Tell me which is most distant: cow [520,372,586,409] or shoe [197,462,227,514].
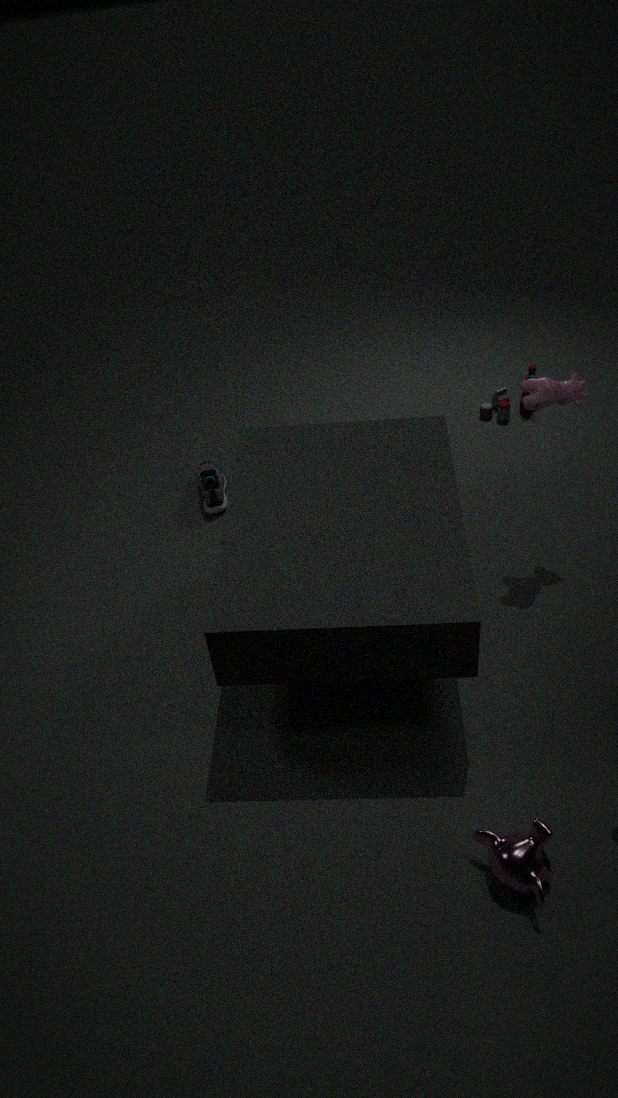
shoe [197,462,227,514]
